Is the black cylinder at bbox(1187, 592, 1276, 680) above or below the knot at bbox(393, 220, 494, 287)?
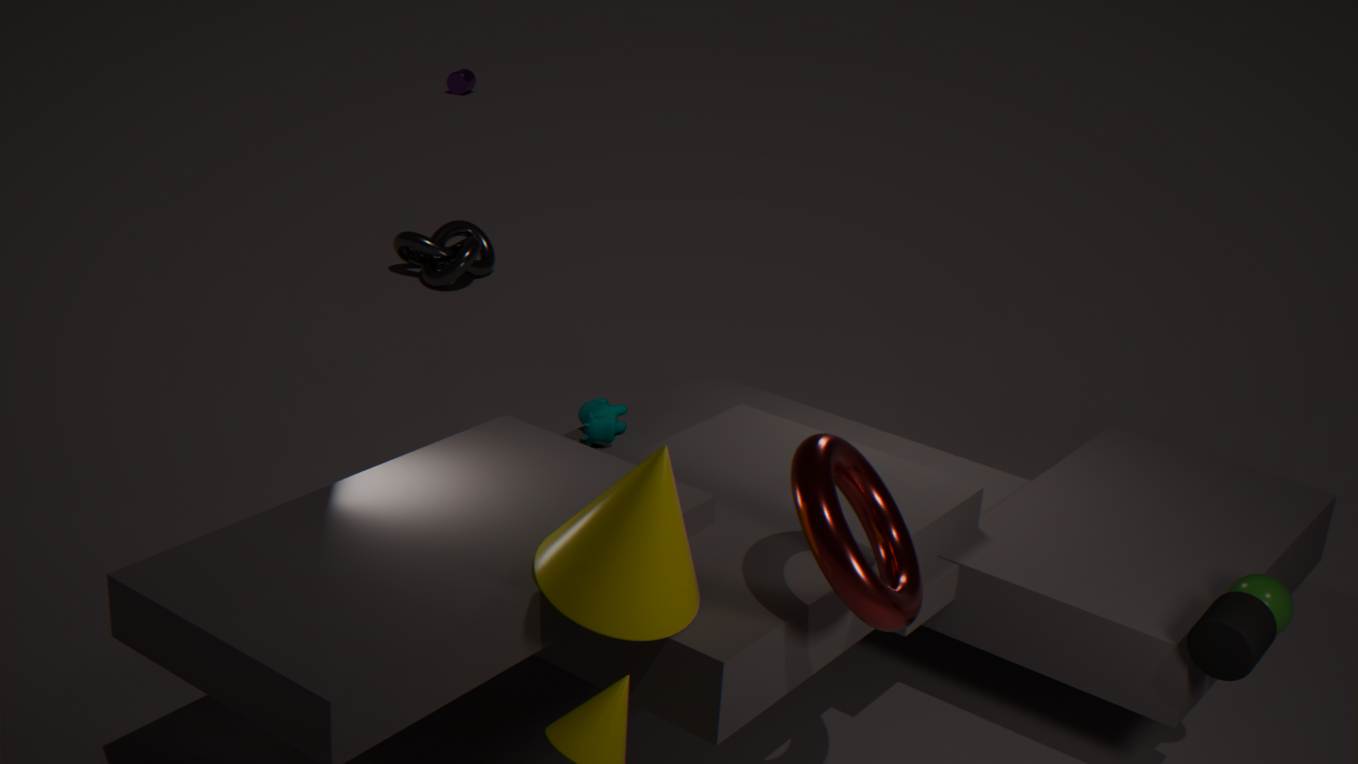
above
